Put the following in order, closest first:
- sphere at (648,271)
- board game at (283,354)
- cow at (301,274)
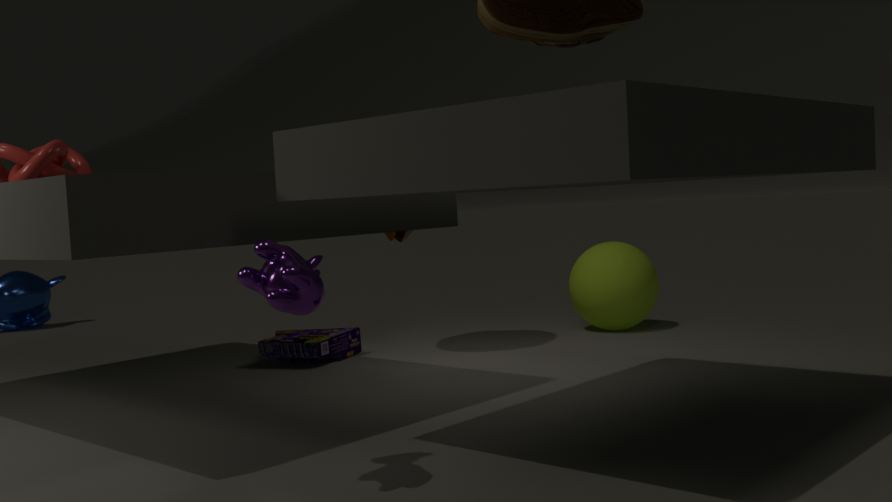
cow at (301,274), board game at (283,354), sphere at (648,271)
